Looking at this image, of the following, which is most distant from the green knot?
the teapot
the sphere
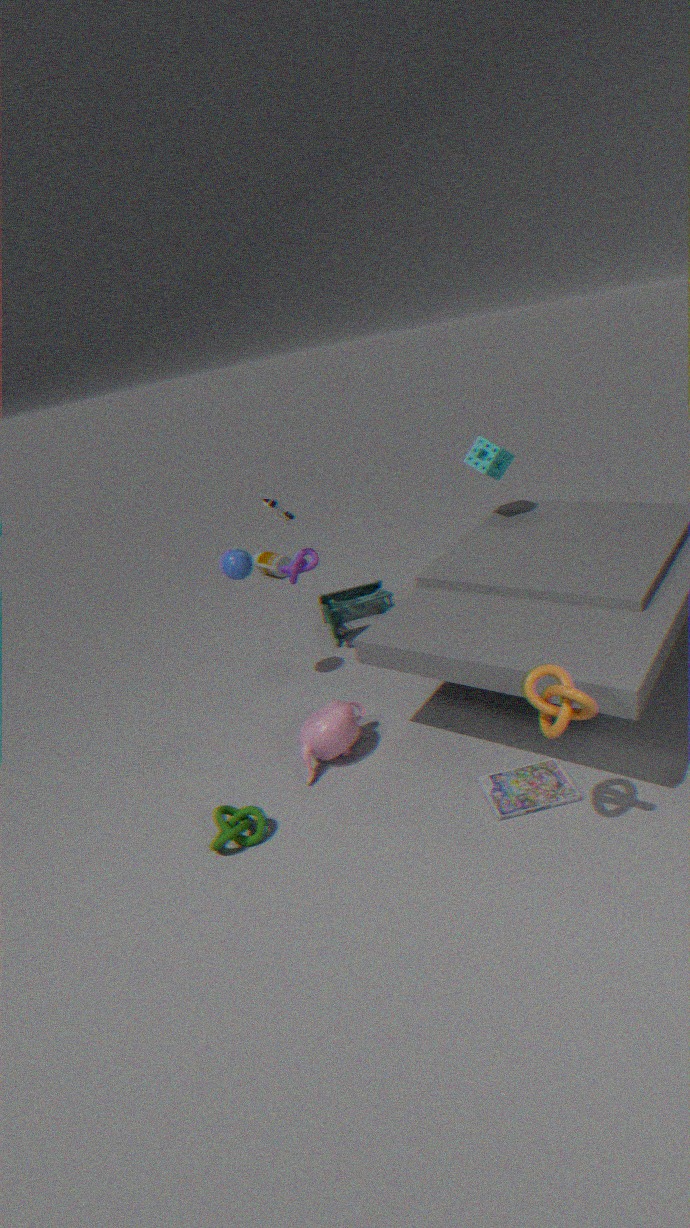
the sphere
